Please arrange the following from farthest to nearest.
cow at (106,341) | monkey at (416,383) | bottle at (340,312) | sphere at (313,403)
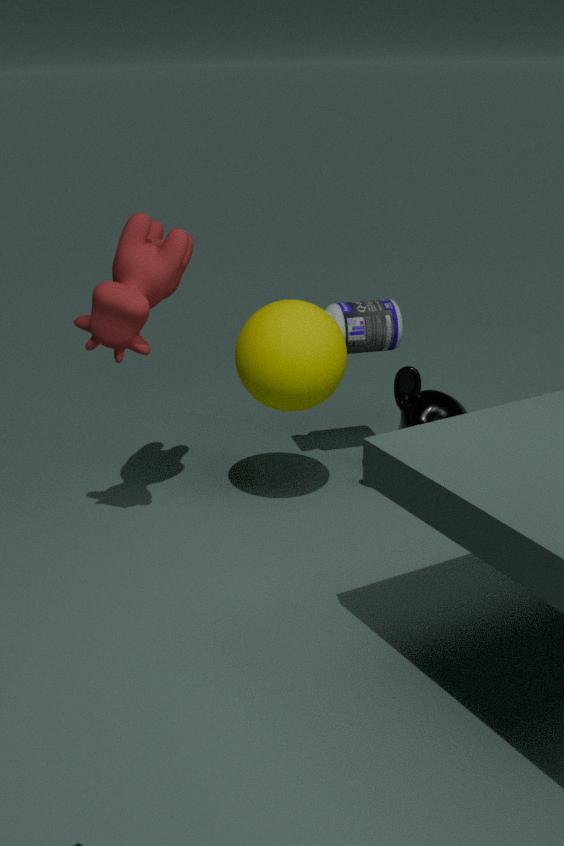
bottle at (340,312), monkey at (416,383), sphere at (313,403), cow at (106,341)
